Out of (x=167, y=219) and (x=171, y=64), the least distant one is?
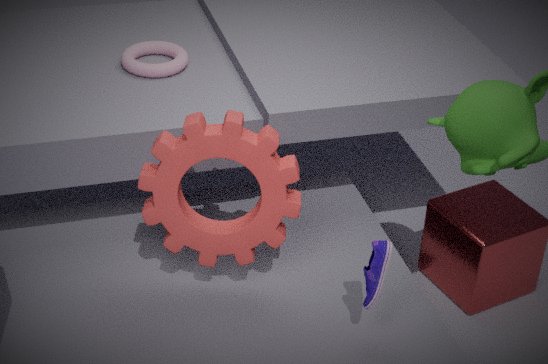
(x=167, y=219)
